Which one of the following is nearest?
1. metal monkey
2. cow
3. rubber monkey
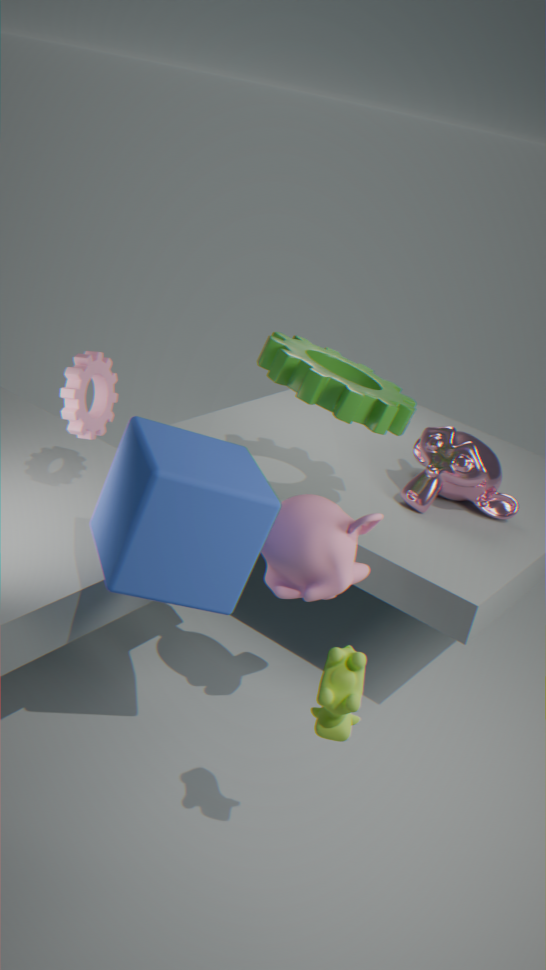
cow
